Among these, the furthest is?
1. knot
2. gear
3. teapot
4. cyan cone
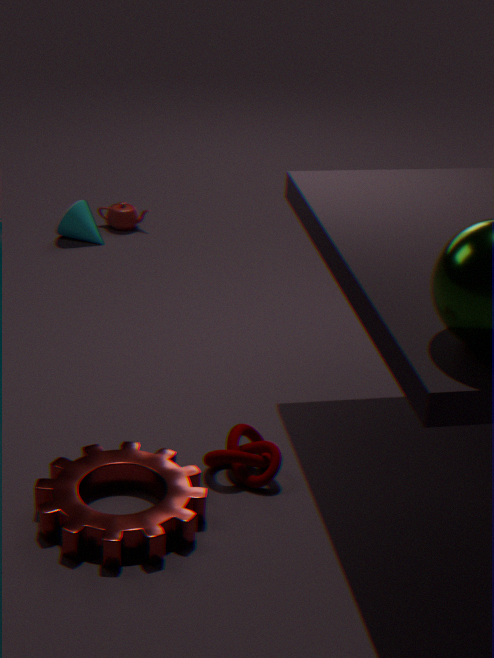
teapot
